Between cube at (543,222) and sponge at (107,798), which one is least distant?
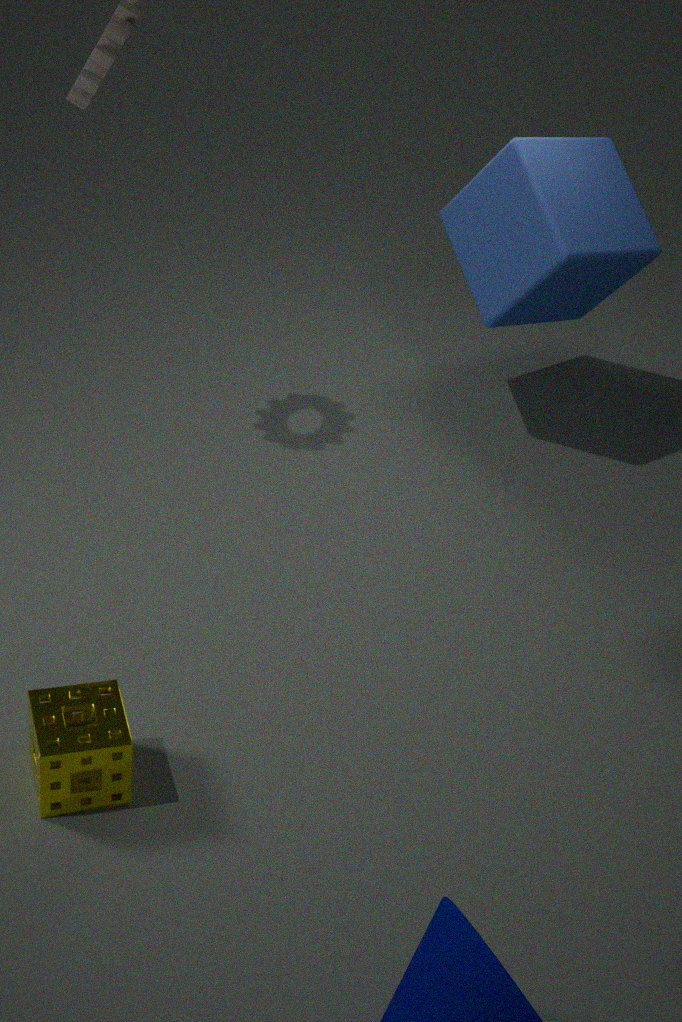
sponge at (107,798)
